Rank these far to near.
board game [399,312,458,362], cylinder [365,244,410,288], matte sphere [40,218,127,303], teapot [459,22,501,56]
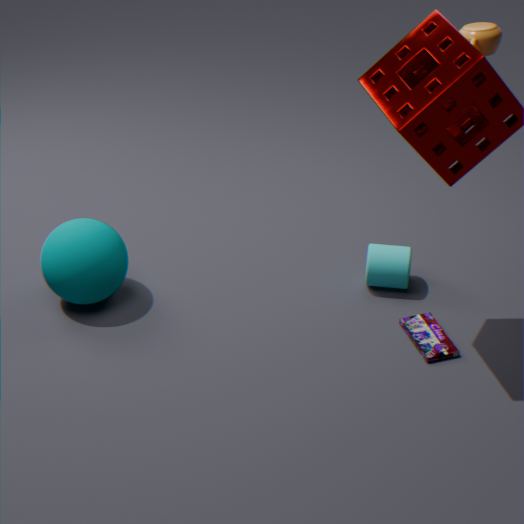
cylinder [365,244,410,288] < matte sphere [40,218,127,303] < board game [399,312,458,362] < teapot [459,22,501,56]
